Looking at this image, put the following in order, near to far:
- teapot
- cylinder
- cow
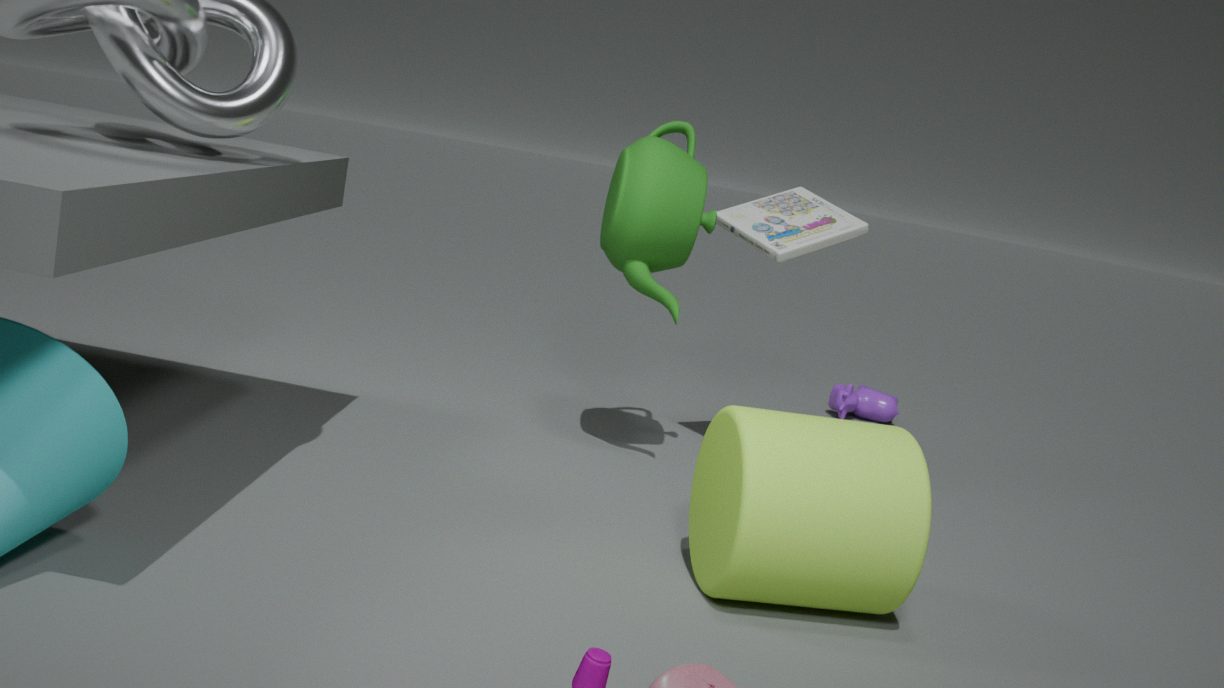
cylinder < teapot < cow
